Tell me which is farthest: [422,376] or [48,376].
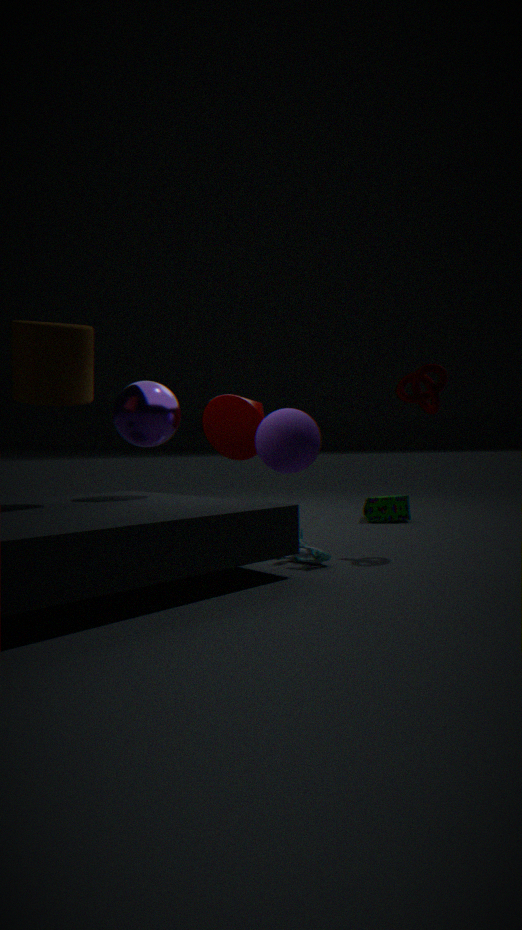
[422,376]
